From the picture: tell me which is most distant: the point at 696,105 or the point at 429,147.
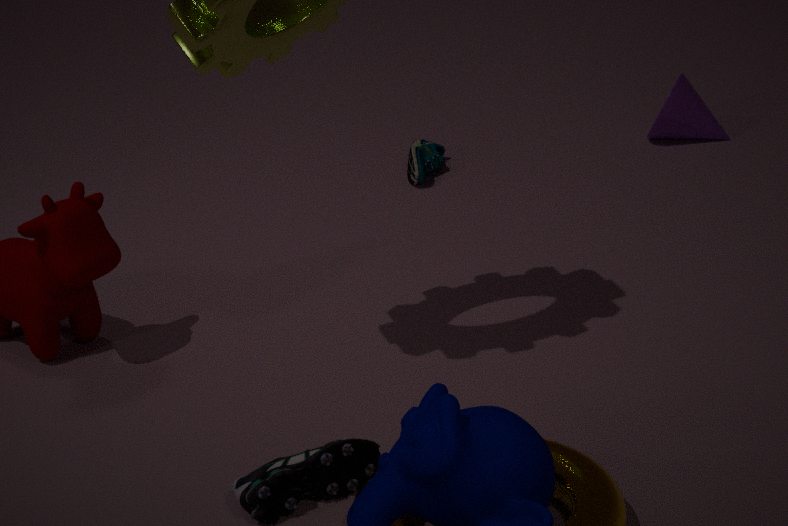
the point at 696,105
